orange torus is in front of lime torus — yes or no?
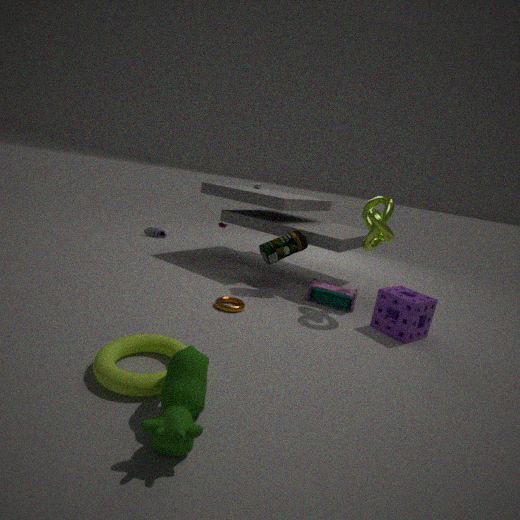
No
